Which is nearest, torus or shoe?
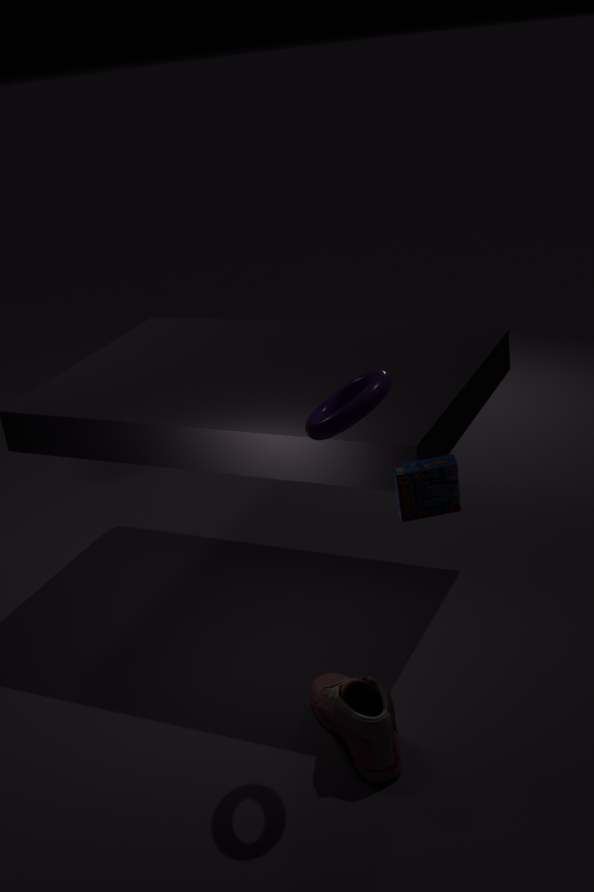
A: torus
